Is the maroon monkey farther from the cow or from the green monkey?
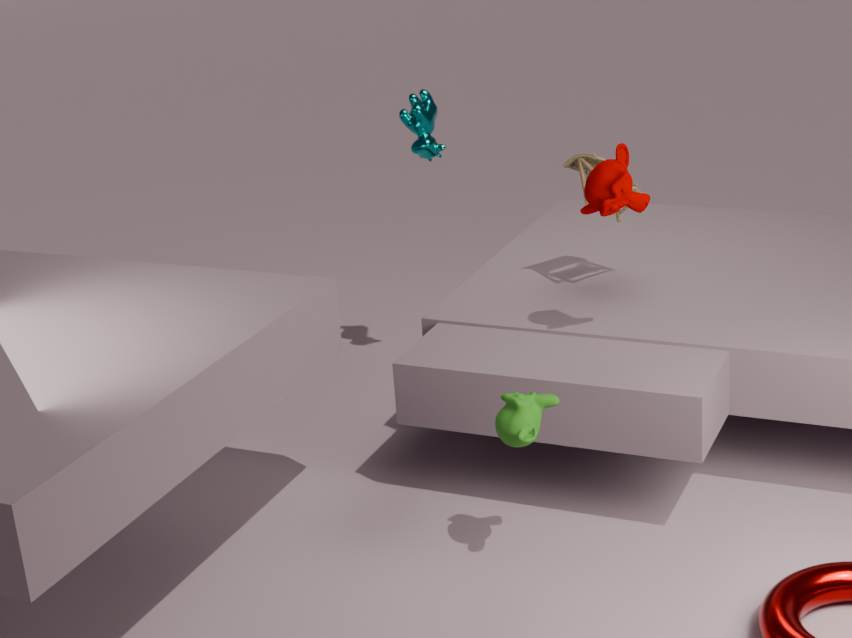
the cow
